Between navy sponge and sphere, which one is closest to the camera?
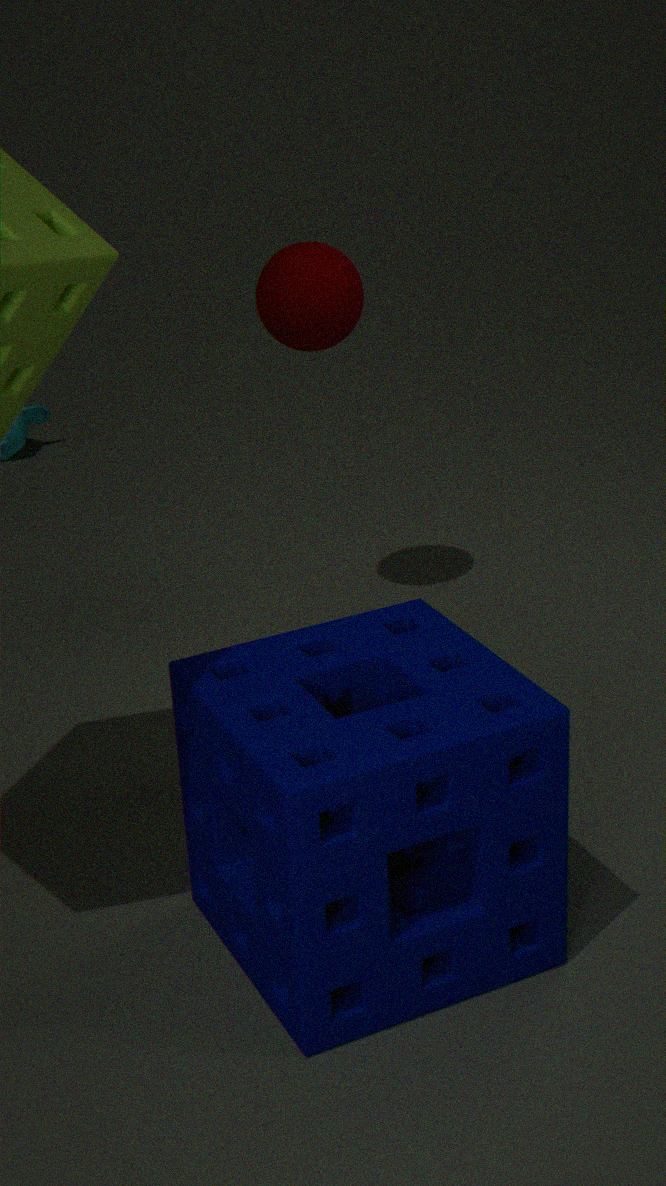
navy sponge
